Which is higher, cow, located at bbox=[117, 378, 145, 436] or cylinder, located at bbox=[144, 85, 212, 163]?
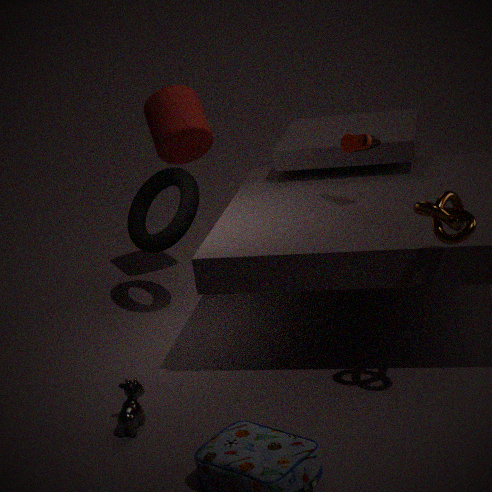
cylinder, located at bbox=[144, 85, 212, 163]
